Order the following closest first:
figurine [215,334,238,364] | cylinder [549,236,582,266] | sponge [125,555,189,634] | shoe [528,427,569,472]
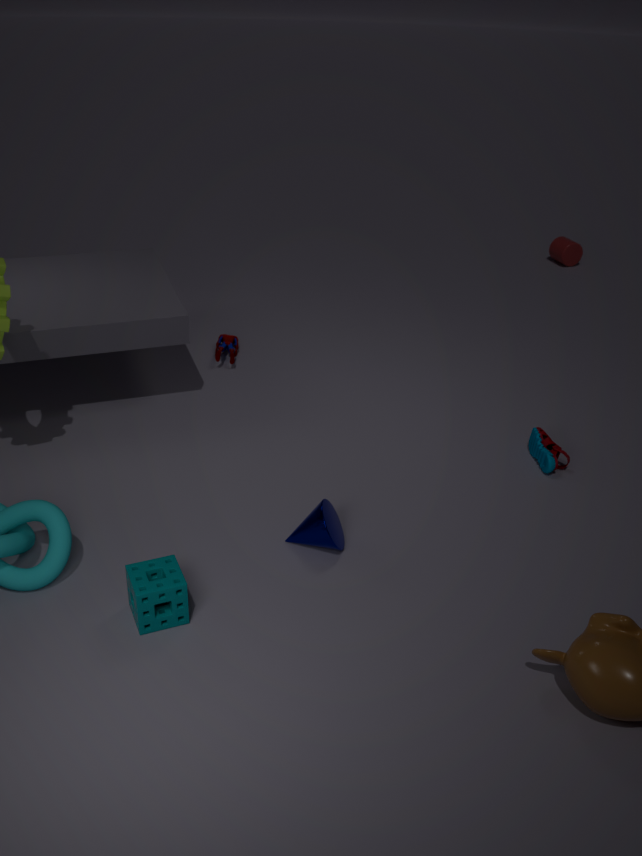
sponge [125,555,189,634] < shoe [528,427,569,472] < figurine [215,334,238,364] < cylinder [549,236,582,266]
